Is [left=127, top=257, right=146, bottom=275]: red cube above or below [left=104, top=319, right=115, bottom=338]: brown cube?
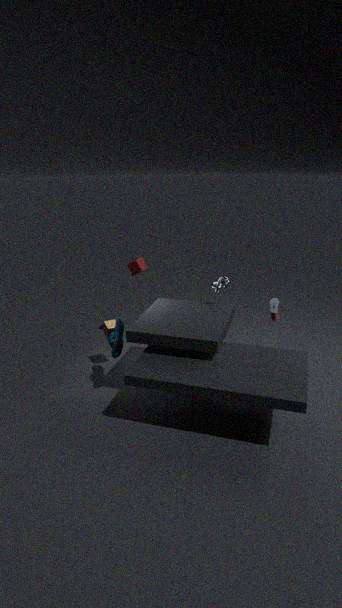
above
